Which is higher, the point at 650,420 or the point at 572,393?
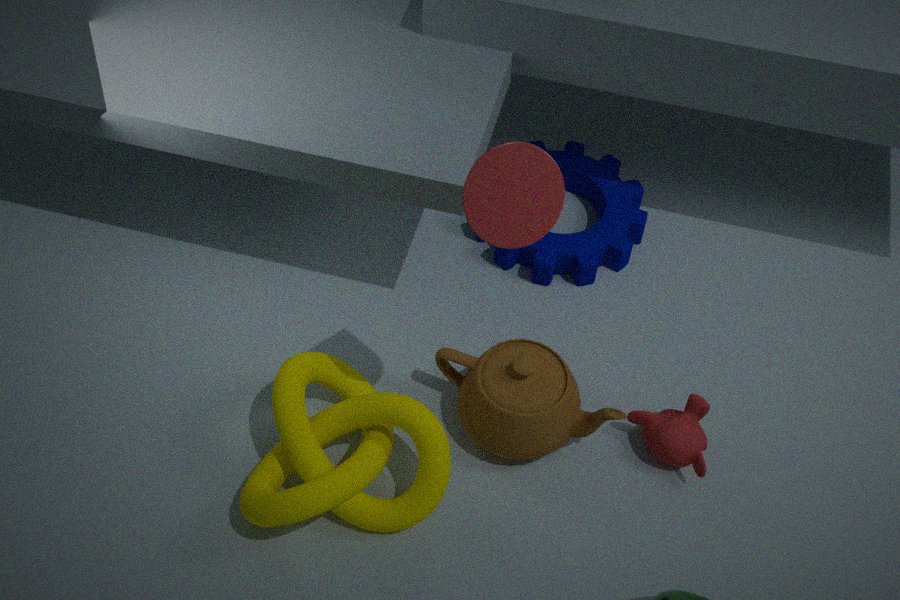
the point at 572,393
